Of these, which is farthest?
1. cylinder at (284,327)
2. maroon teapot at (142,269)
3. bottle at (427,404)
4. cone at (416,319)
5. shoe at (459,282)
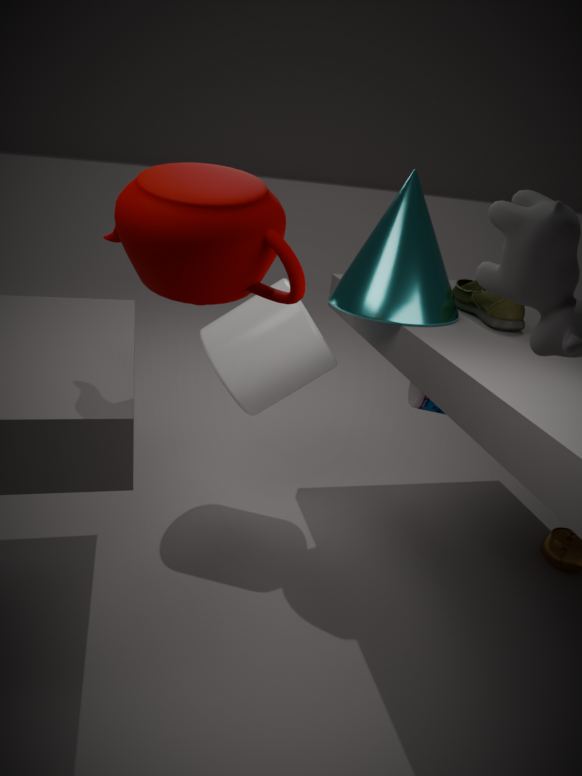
bottle at (427,404)
